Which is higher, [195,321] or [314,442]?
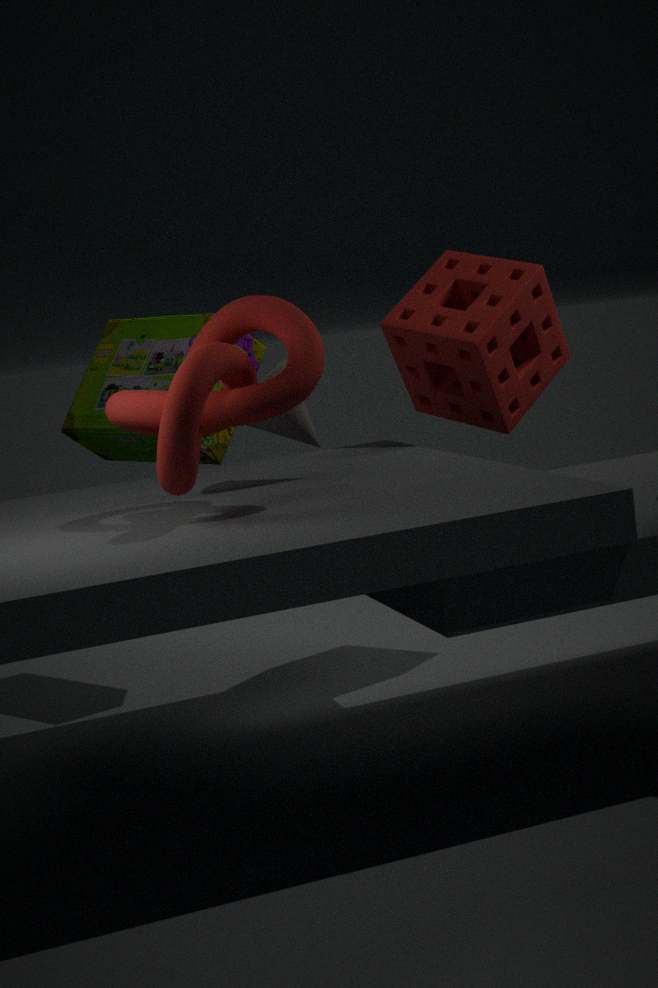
[195,321]
